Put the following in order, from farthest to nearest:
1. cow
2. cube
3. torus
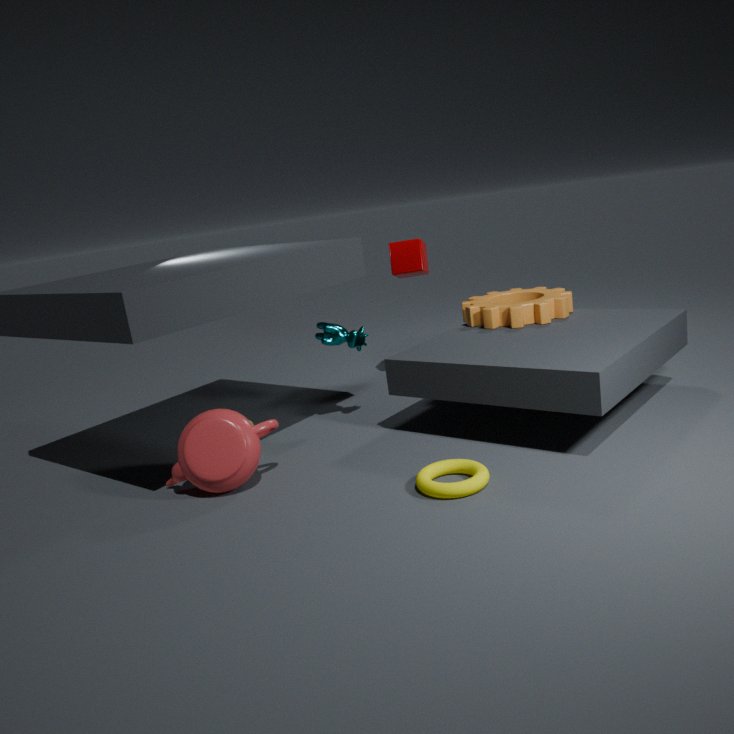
cube
cow
torus
